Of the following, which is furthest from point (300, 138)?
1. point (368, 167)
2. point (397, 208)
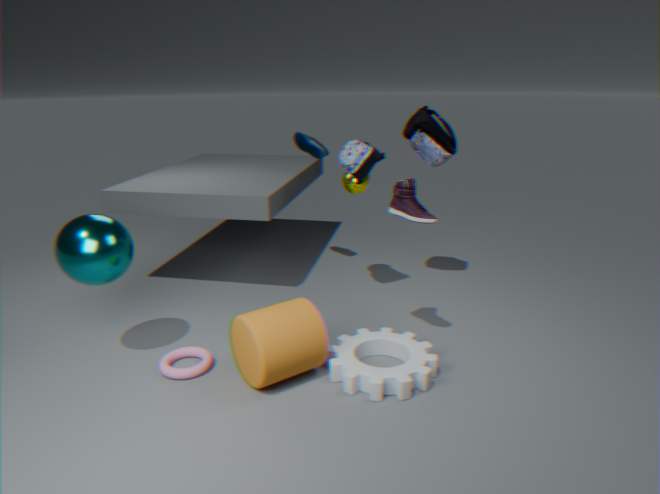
point (397, 208)
